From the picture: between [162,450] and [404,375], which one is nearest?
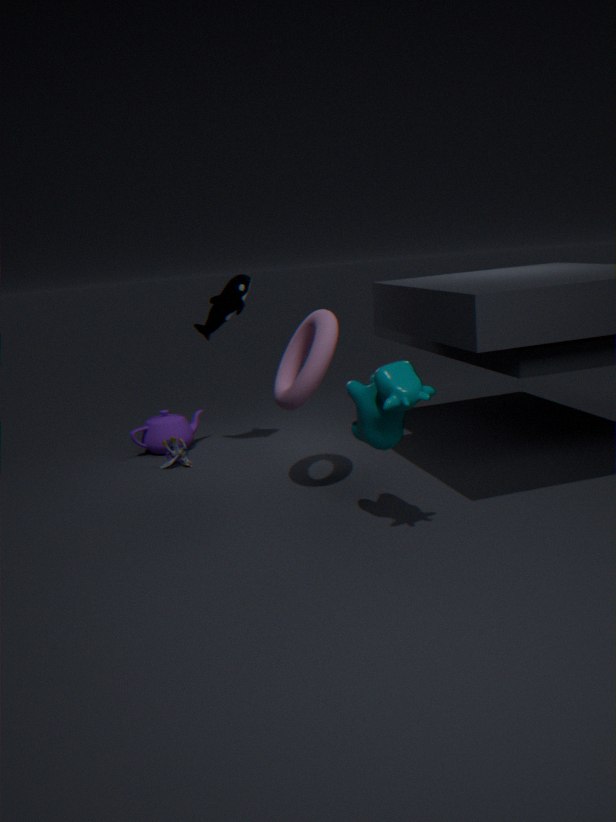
[404,375]
